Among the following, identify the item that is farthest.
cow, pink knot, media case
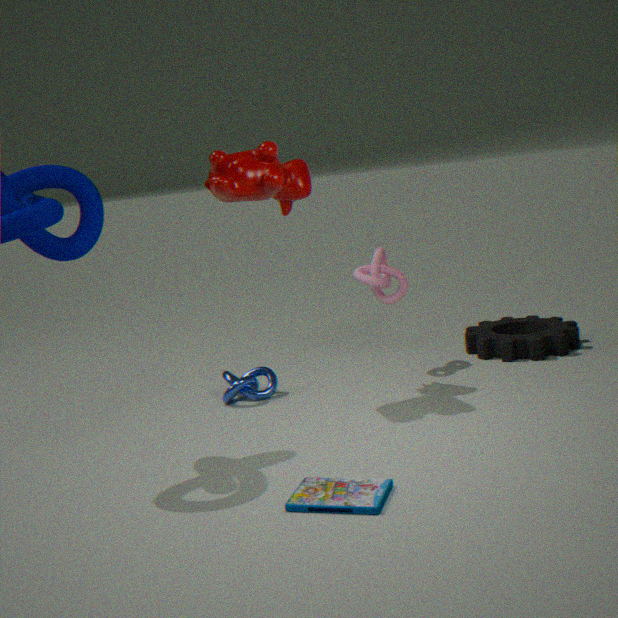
pink knot
